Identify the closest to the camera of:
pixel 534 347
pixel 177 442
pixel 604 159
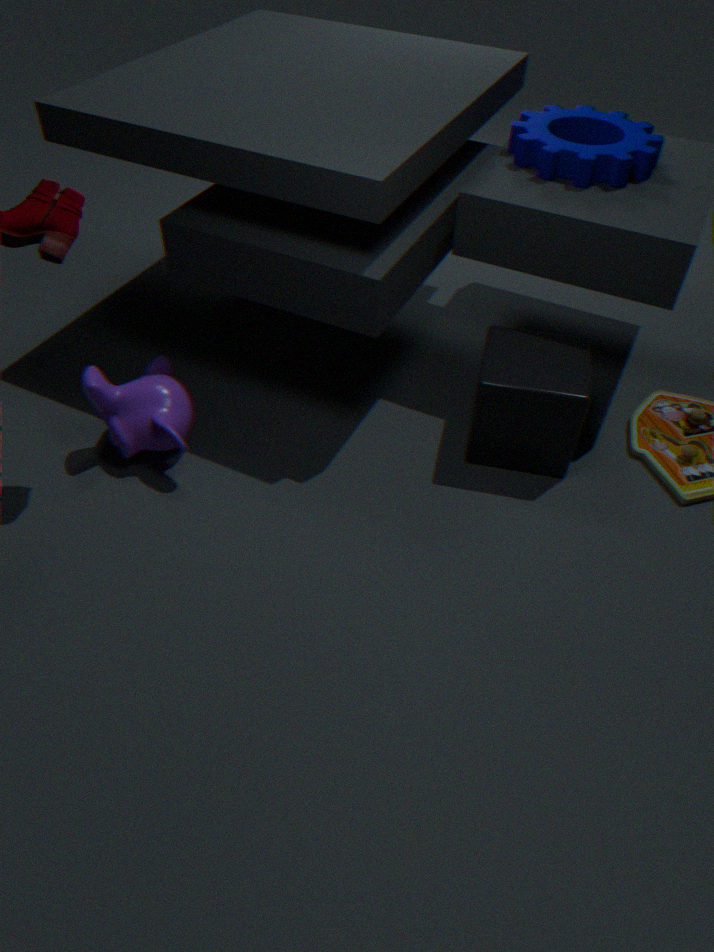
pixel 177 442
